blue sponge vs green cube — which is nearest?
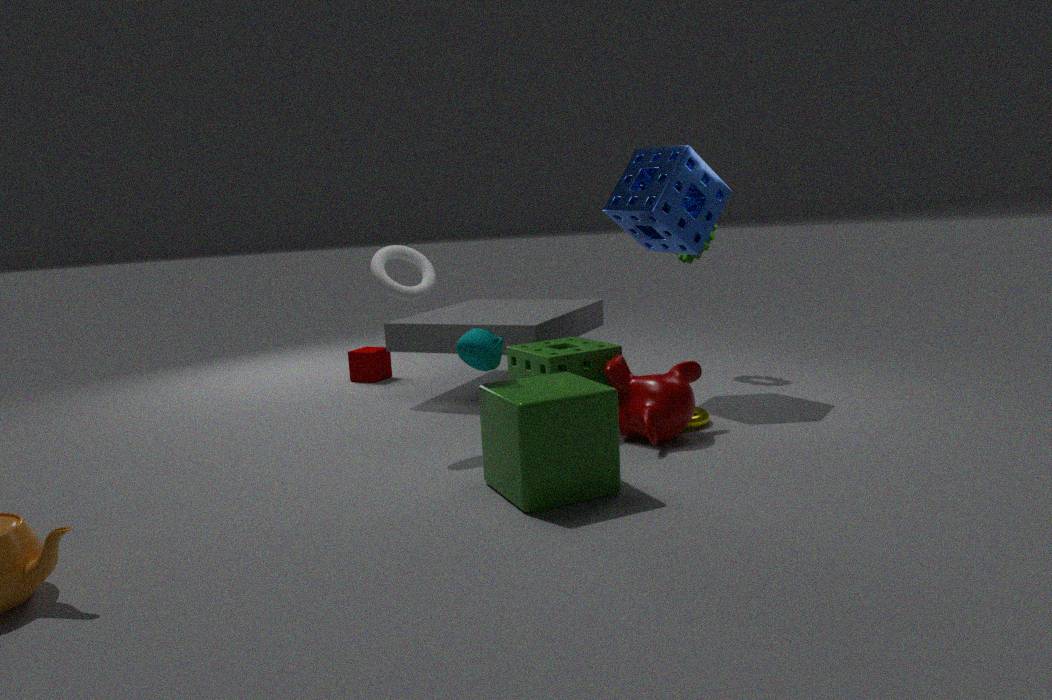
green cube
